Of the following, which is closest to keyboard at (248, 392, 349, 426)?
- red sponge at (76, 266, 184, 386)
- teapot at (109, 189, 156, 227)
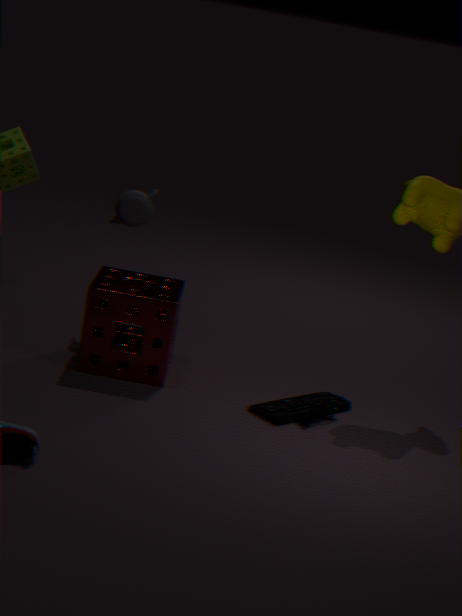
red sponge at (76, 266, 184, 386)
